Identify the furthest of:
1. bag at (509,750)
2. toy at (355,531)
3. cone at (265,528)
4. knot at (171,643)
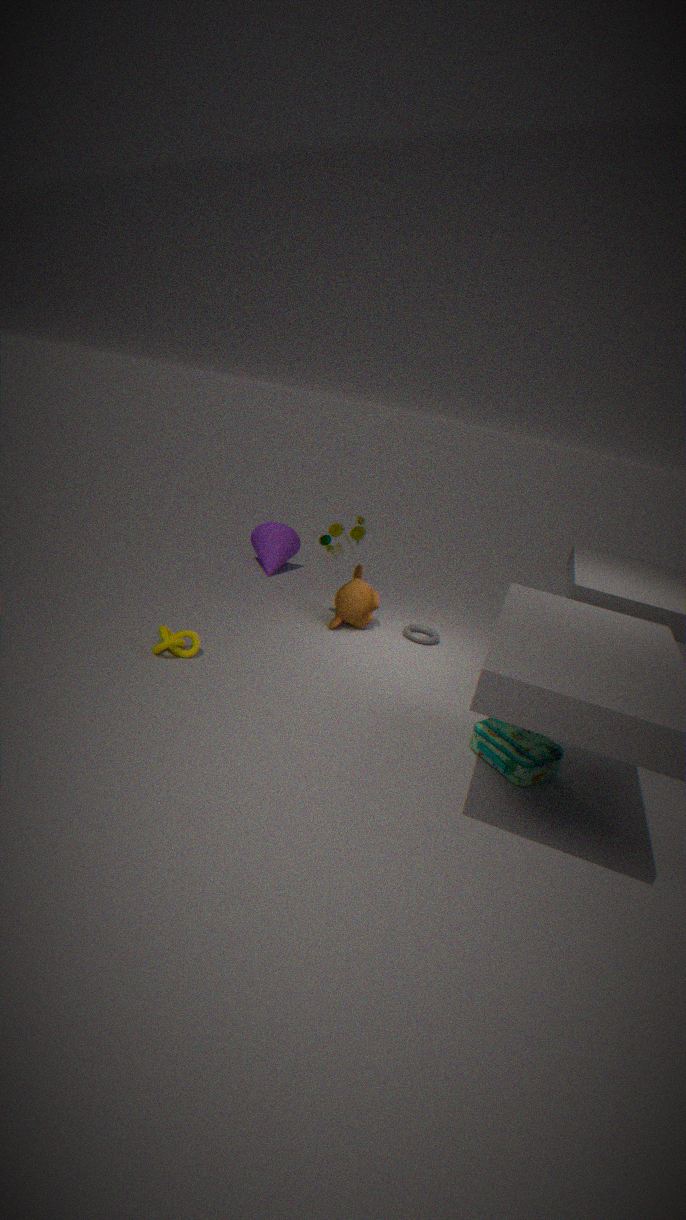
cone at (265,528)
